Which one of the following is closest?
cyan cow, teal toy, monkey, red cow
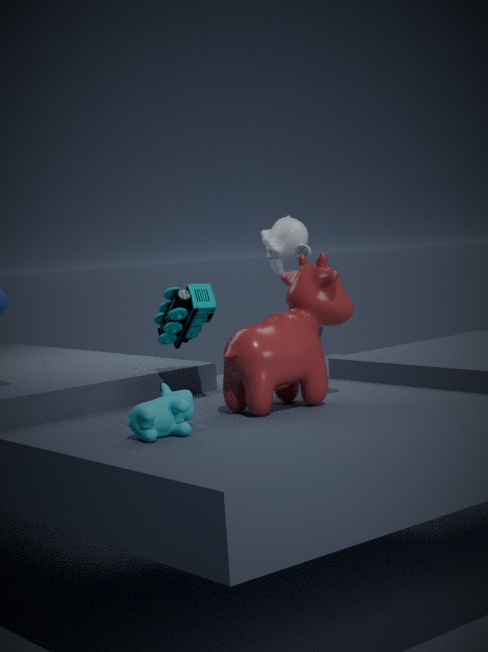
cyan cow
